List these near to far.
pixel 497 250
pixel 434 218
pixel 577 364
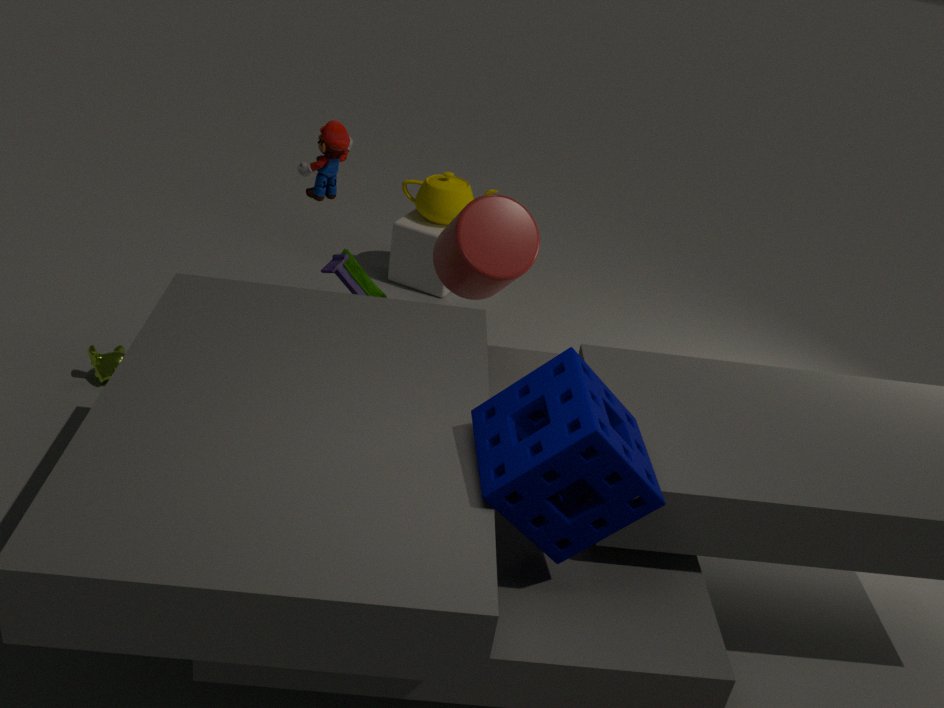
1. pixel 577 364
2. pixel 497 250
3. pixel 434 218
